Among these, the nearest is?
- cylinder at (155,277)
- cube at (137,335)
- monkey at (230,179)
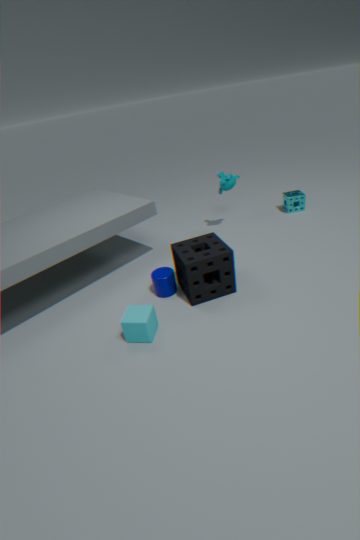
cube at (137,335)
